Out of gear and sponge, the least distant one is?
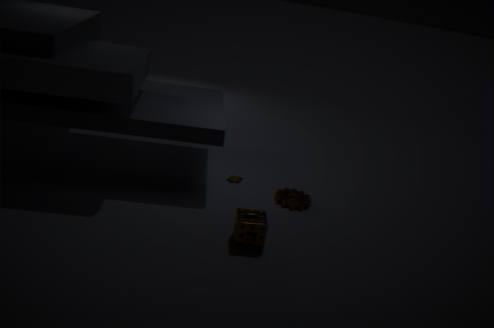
sponge
